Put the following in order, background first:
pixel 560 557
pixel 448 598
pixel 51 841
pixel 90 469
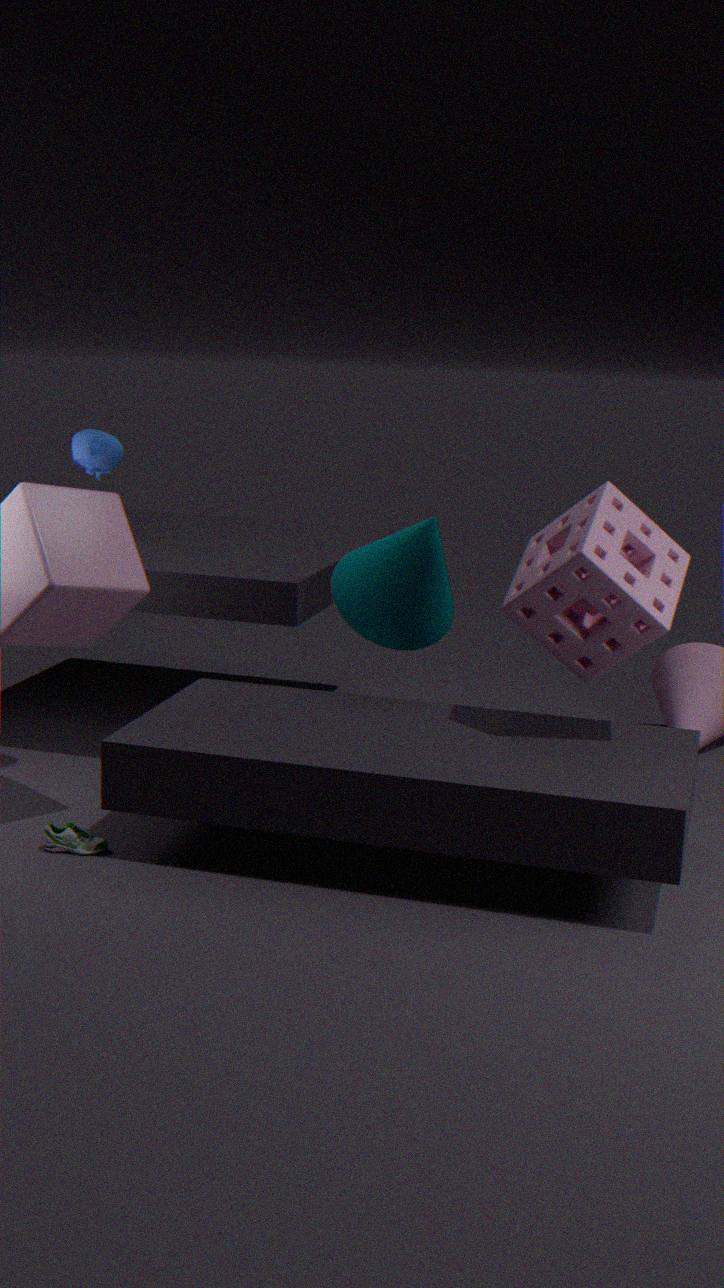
pixel 448 598 → pixel 90 469 → pixel 51 841 → pixel 560 557
